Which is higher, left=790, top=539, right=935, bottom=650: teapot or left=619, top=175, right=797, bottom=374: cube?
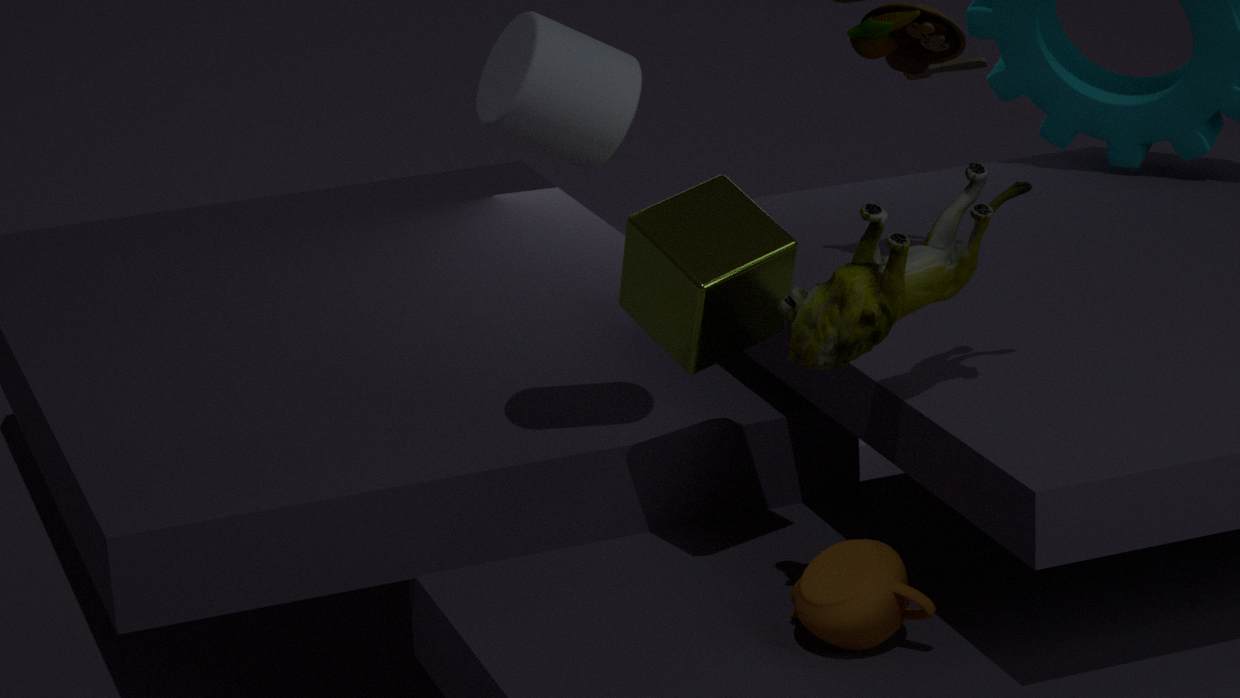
left=619, top=175, right=797, bottom=374: cube
